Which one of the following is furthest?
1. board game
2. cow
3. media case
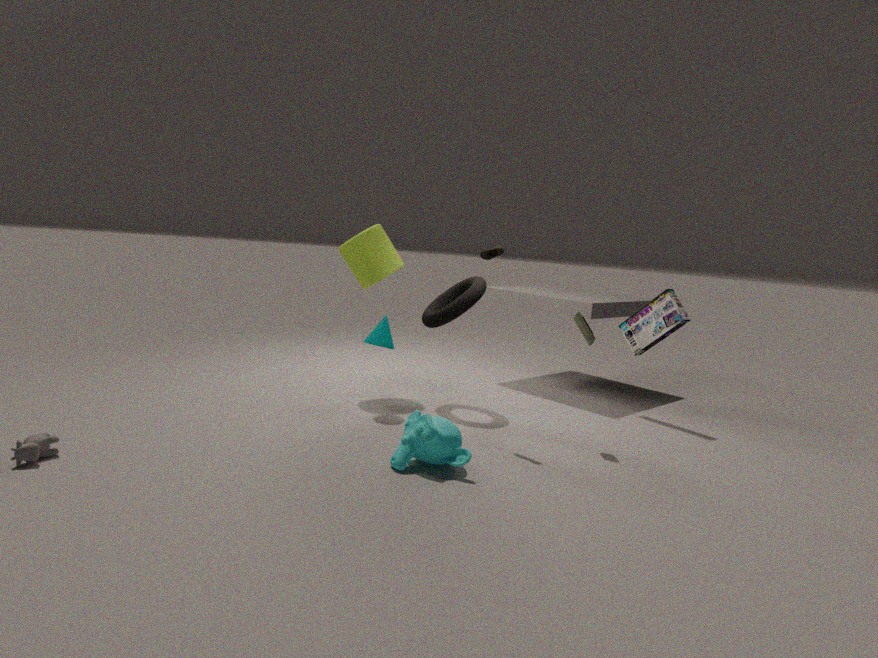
board game
